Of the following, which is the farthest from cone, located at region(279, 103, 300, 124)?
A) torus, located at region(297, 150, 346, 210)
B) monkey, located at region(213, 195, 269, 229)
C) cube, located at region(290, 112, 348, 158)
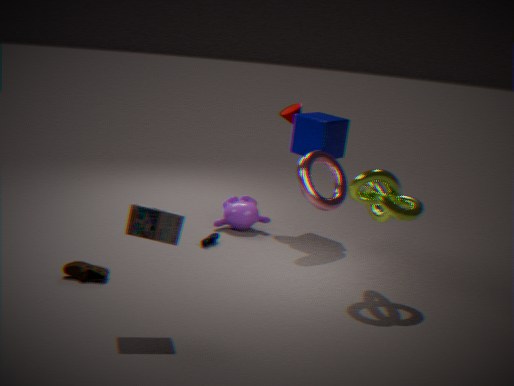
monkey, located at region(213, 195, 269, 229)
